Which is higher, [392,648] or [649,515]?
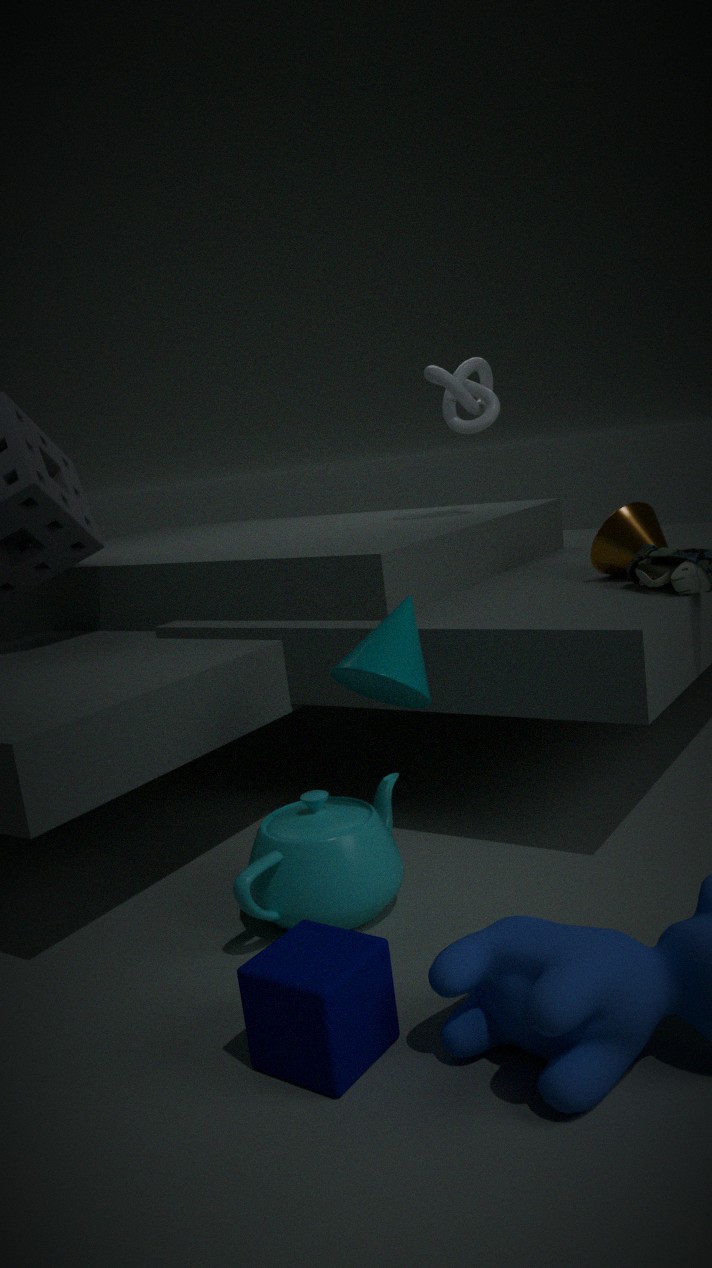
[649,515]
